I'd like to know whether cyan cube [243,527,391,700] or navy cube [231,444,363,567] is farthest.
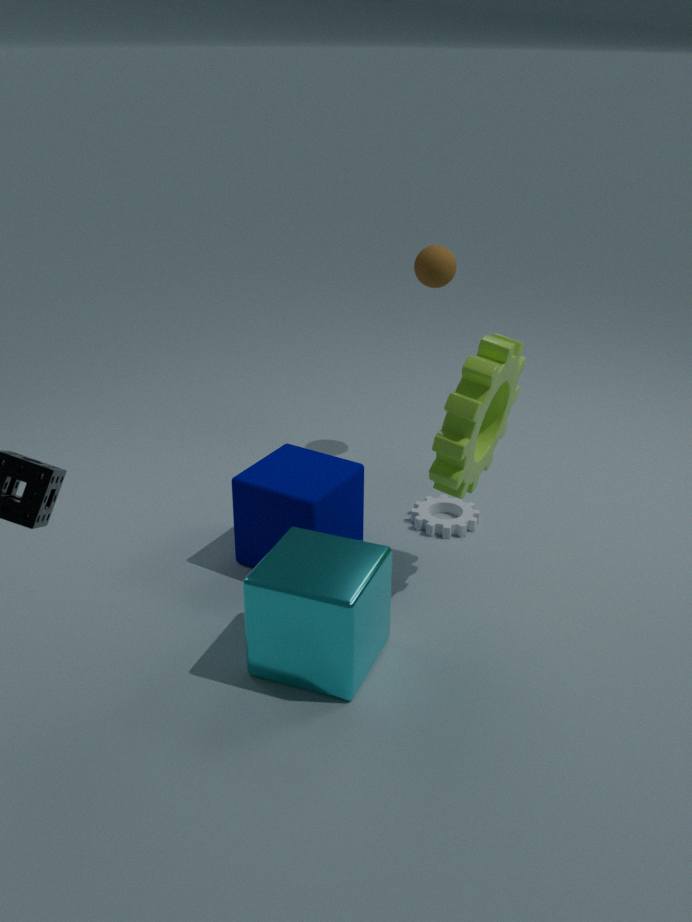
navy cube [231,444,363,567]
